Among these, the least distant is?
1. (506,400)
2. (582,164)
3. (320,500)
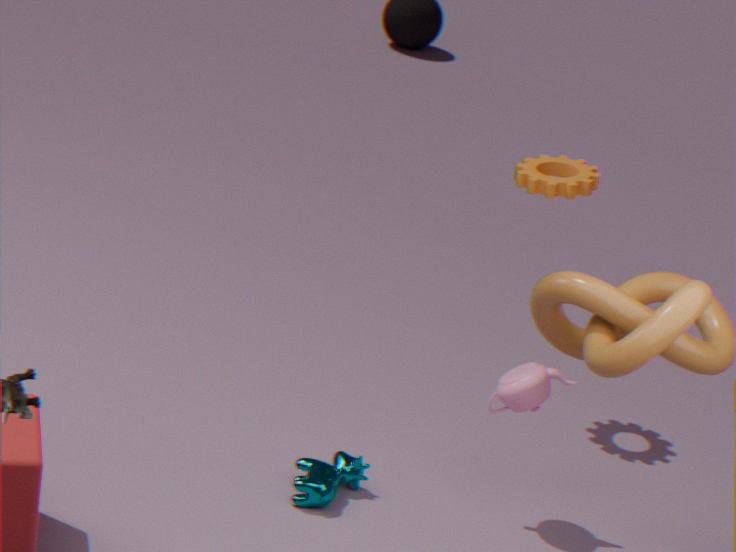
(320,500)
